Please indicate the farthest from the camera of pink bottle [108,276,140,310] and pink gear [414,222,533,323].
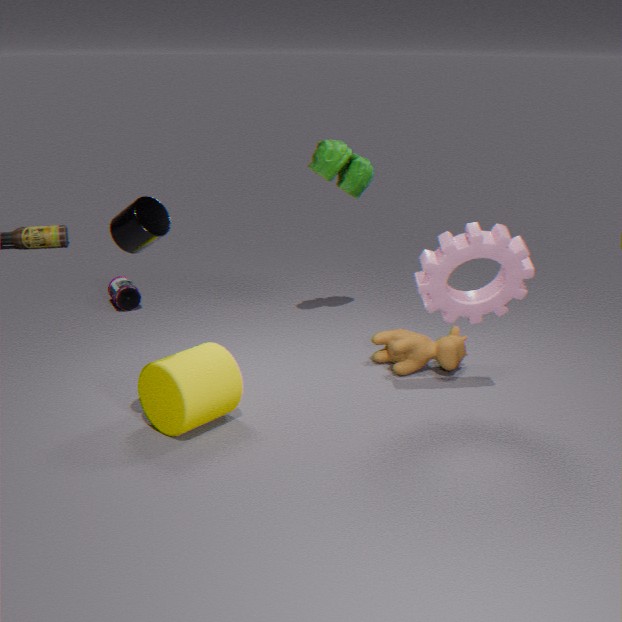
pink bottle [108,276,140,310]
